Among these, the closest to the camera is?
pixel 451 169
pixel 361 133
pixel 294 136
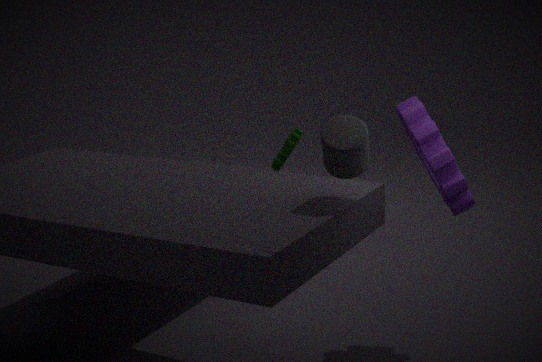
pixel 361 133
